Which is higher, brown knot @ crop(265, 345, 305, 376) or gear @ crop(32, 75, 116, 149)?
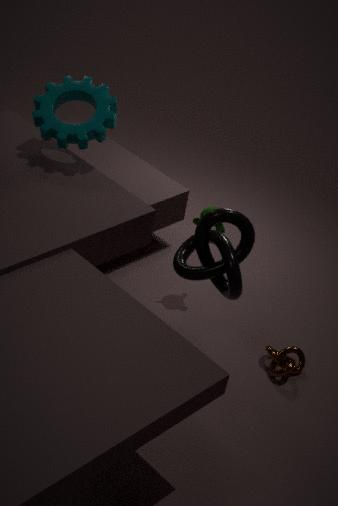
gear @ crop(32, 75, 116, 149)
